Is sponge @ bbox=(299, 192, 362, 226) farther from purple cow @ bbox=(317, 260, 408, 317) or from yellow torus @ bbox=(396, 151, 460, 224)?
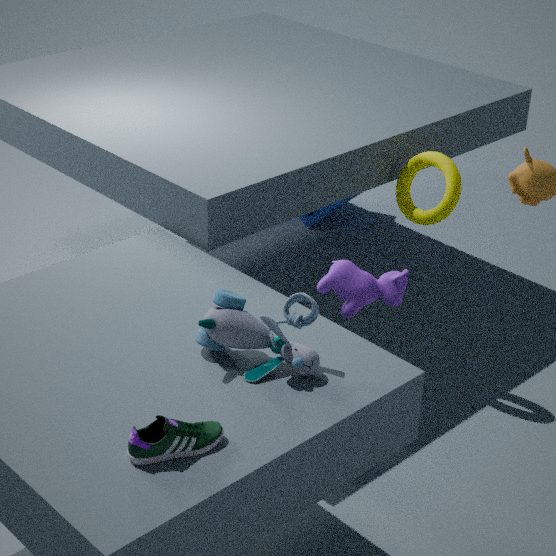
purple cow @ bbox=(317, 260, 408, 317)
